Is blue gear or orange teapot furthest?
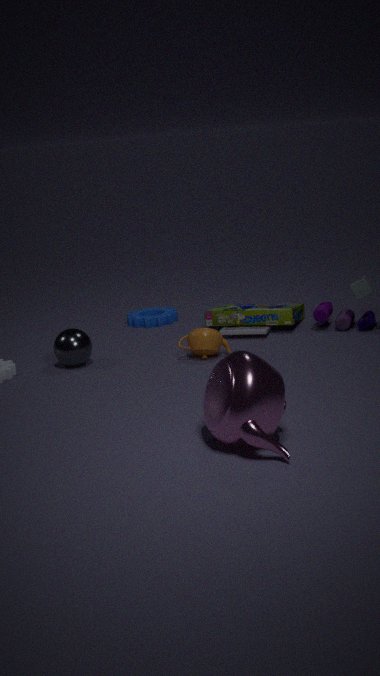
blue gear
